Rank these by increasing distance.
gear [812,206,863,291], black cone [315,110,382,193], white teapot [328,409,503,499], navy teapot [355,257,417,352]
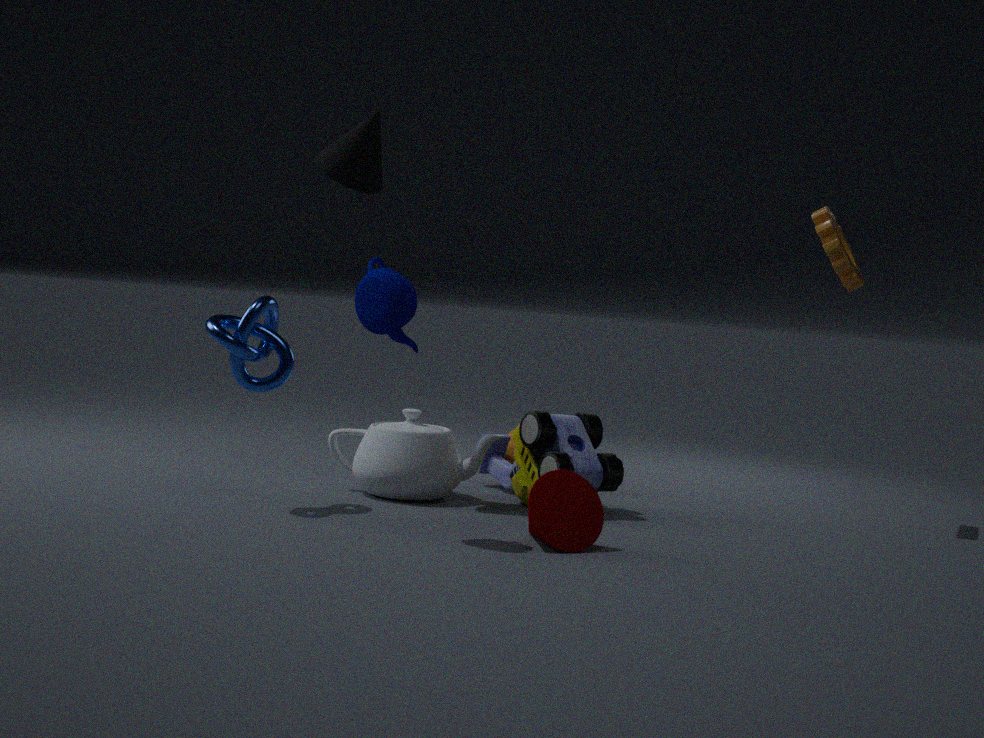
navy teapot [355,257,417,352], black cone [315,110,382,193], white teapot [328,409,503,499], gear [812,206,863,291]
